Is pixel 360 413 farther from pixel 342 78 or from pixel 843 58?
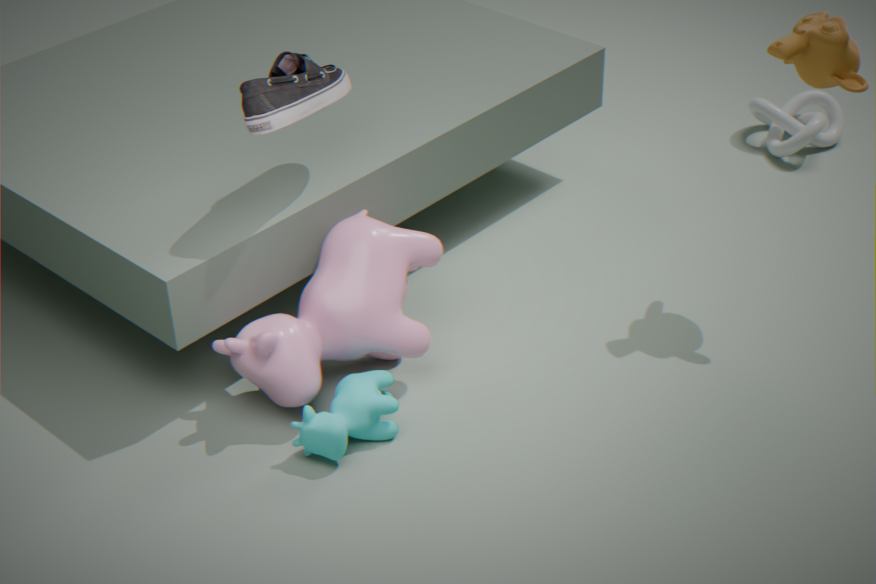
pixel 843 58
